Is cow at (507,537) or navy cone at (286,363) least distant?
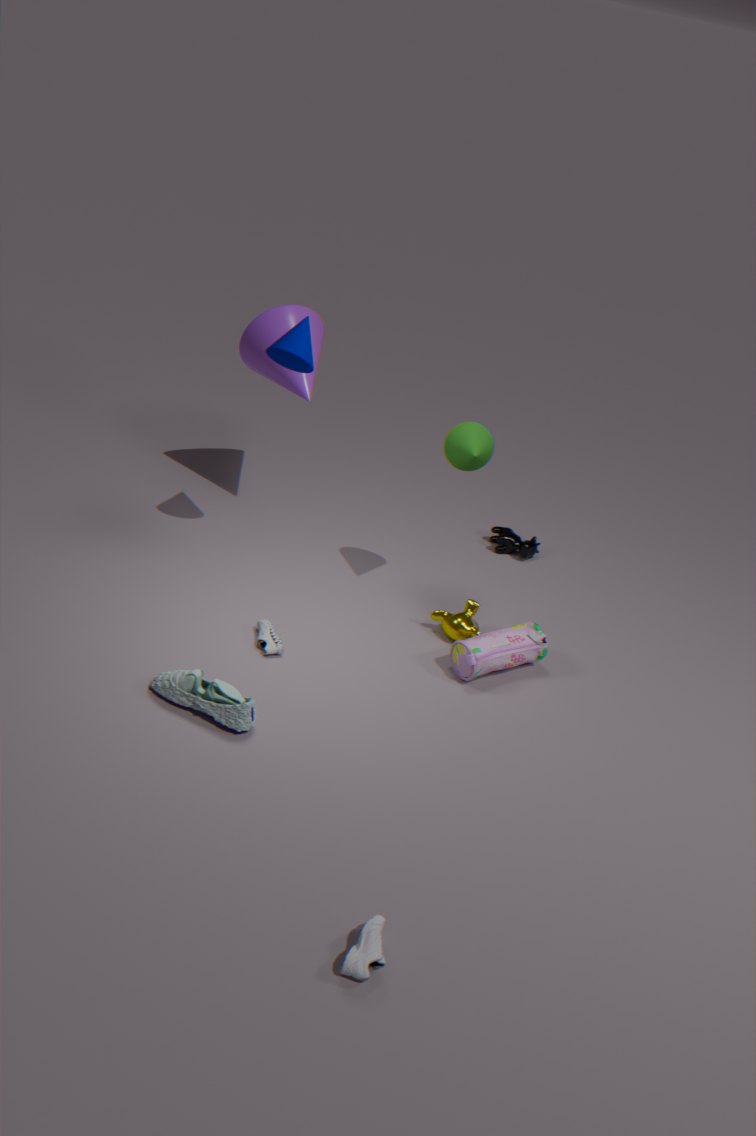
navy cone at (286,363)
